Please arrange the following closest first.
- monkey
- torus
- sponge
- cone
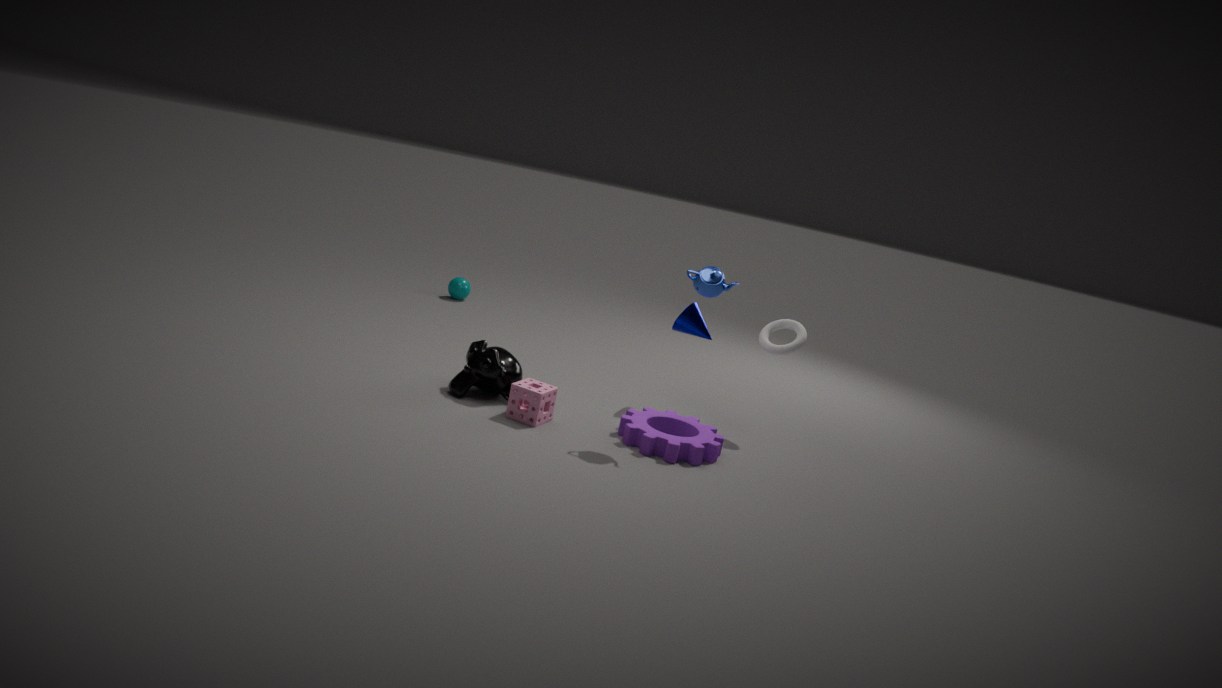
sponge
monkey
torus
cone
